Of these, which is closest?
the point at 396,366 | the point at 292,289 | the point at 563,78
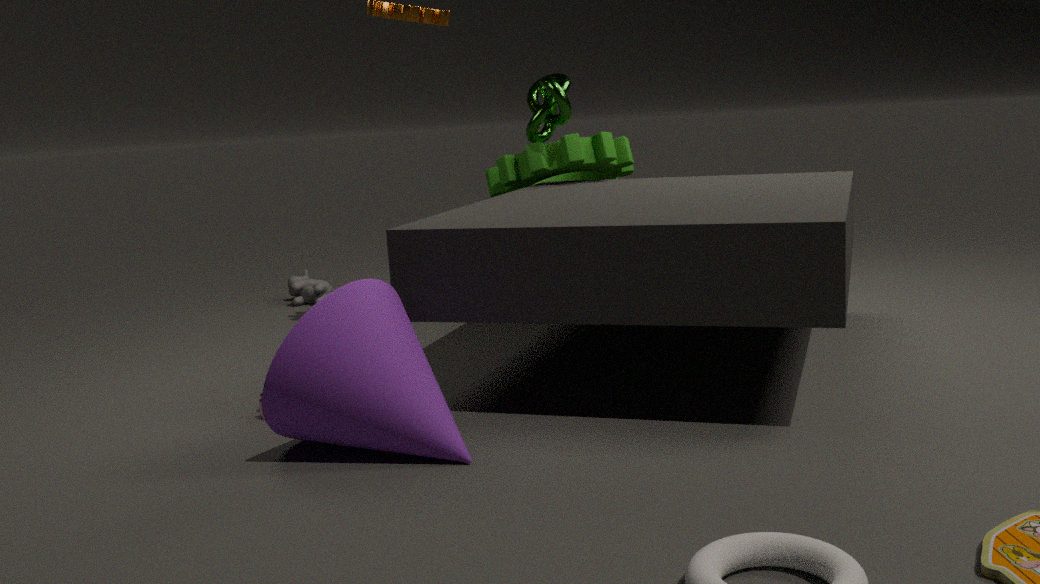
the point at 396,366
